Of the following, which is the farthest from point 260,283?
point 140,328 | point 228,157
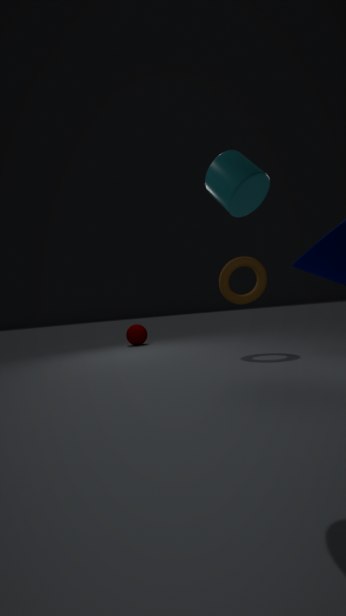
point 140,328
